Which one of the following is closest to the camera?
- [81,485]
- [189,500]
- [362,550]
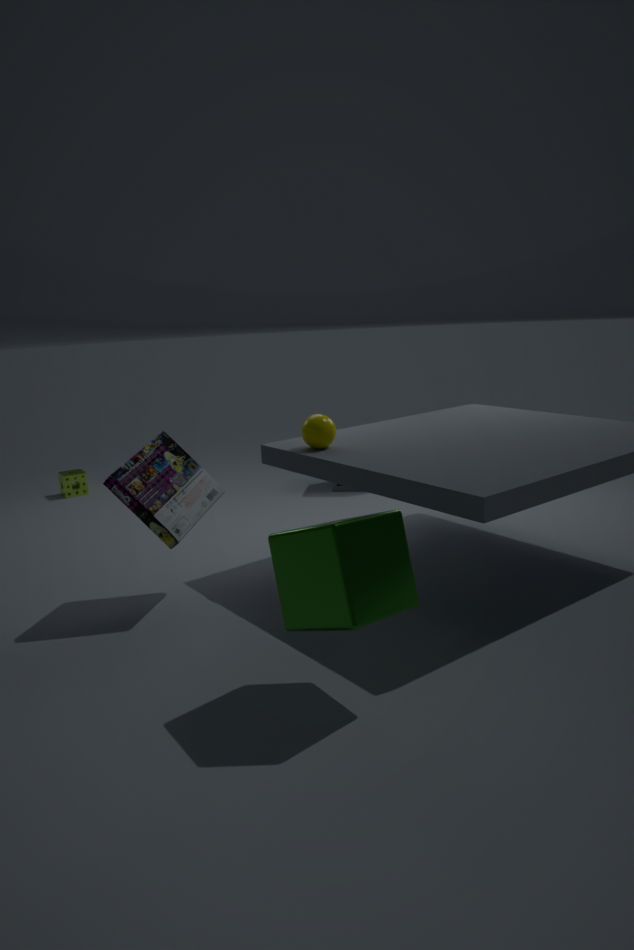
[362,550]
